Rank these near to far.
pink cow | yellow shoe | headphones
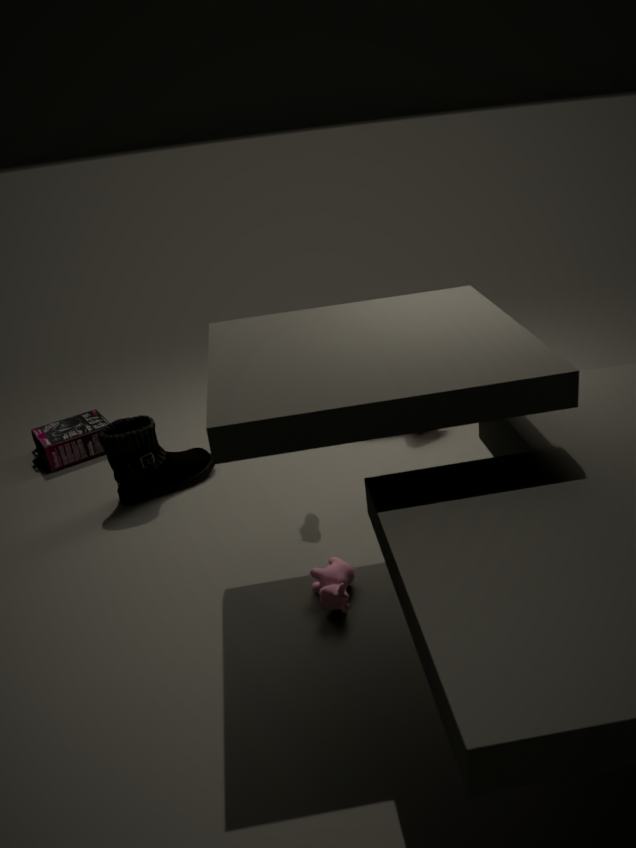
pink cow
yellow shoe
headphones
